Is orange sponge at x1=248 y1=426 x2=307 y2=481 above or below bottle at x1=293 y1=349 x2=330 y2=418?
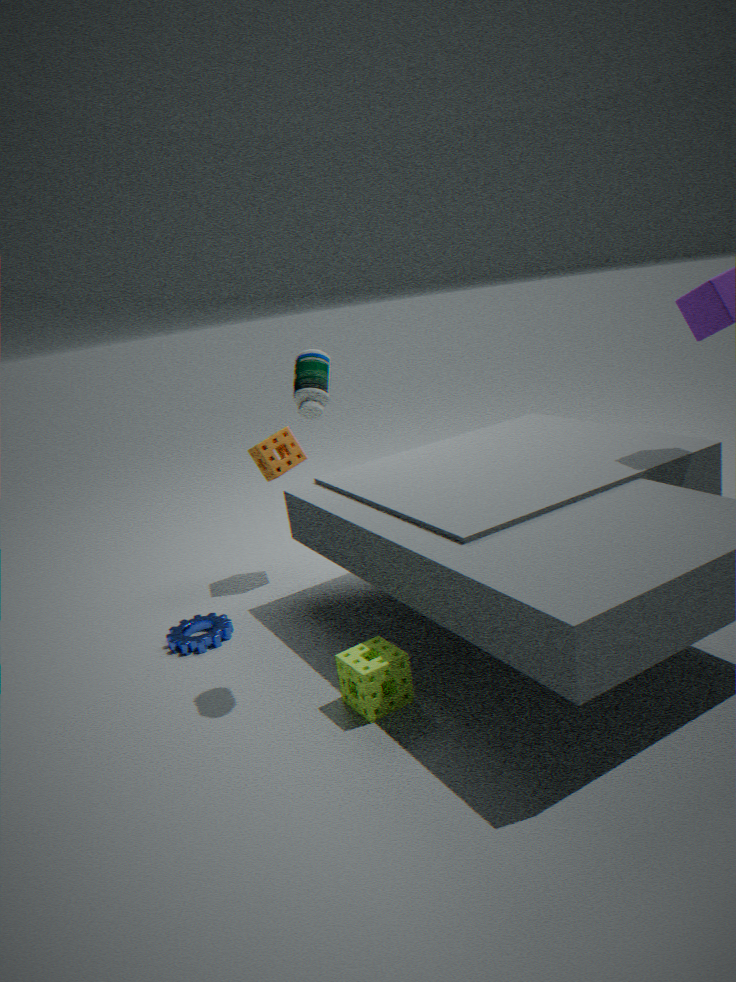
below
